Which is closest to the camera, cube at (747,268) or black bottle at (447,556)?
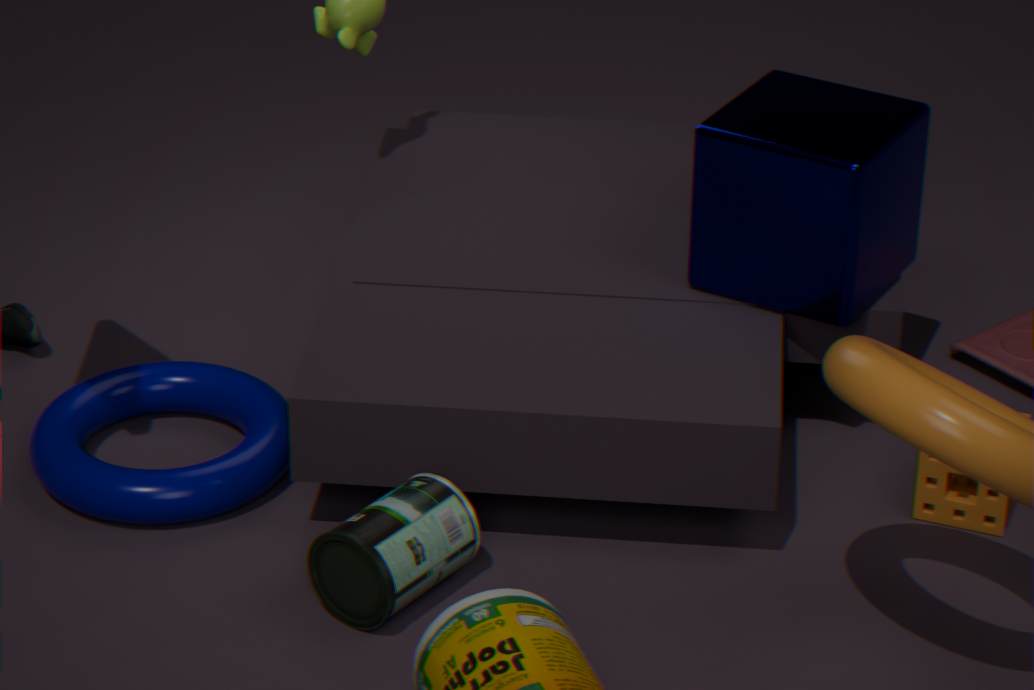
black bottle at (447,556)
